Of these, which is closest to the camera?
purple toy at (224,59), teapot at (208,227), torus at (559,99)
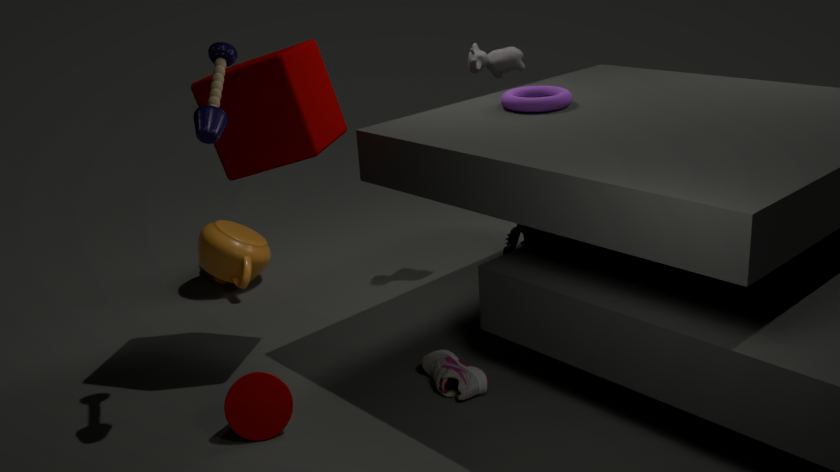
purple toy at (224,59)
